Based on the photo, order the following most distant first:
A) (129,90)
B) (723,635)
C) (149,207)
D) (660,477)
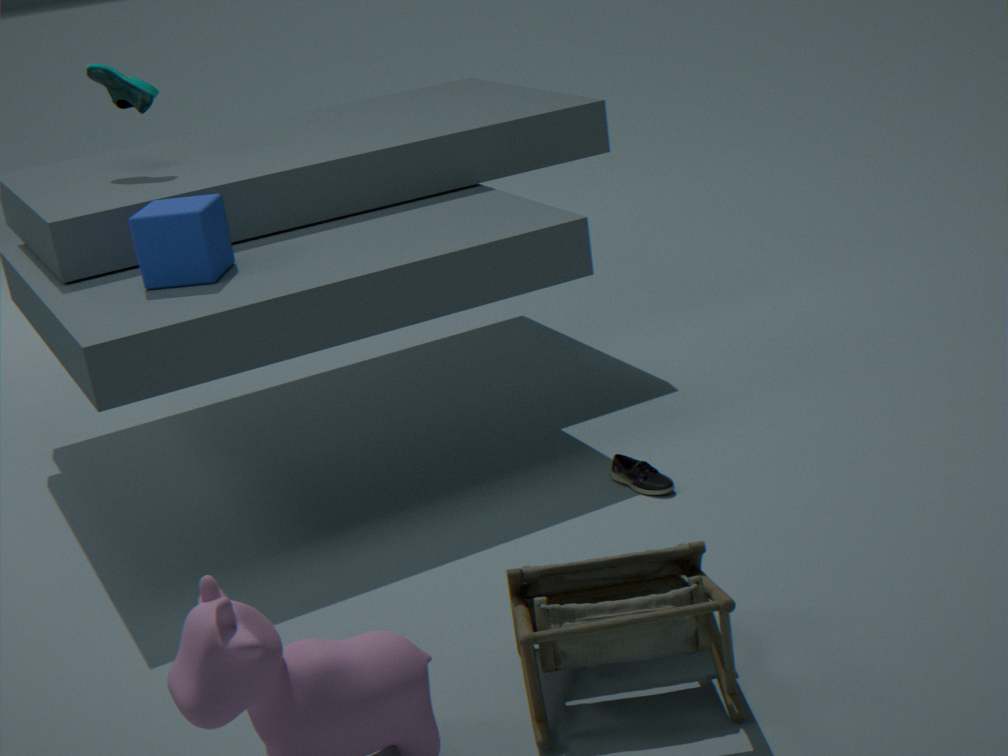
(129,90) → (660,477) → (149,207) → (723,635)
